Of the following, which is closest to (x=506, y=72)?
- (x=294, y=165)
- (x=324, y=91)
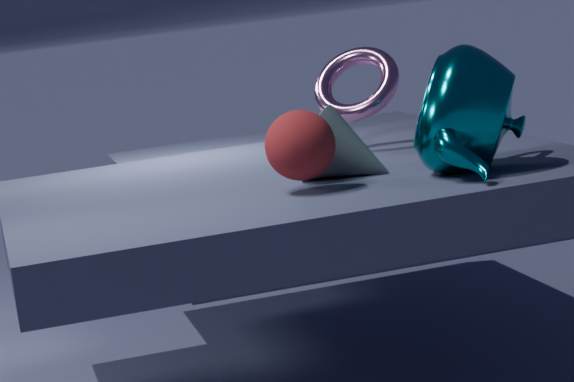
(x=294, y=165)
